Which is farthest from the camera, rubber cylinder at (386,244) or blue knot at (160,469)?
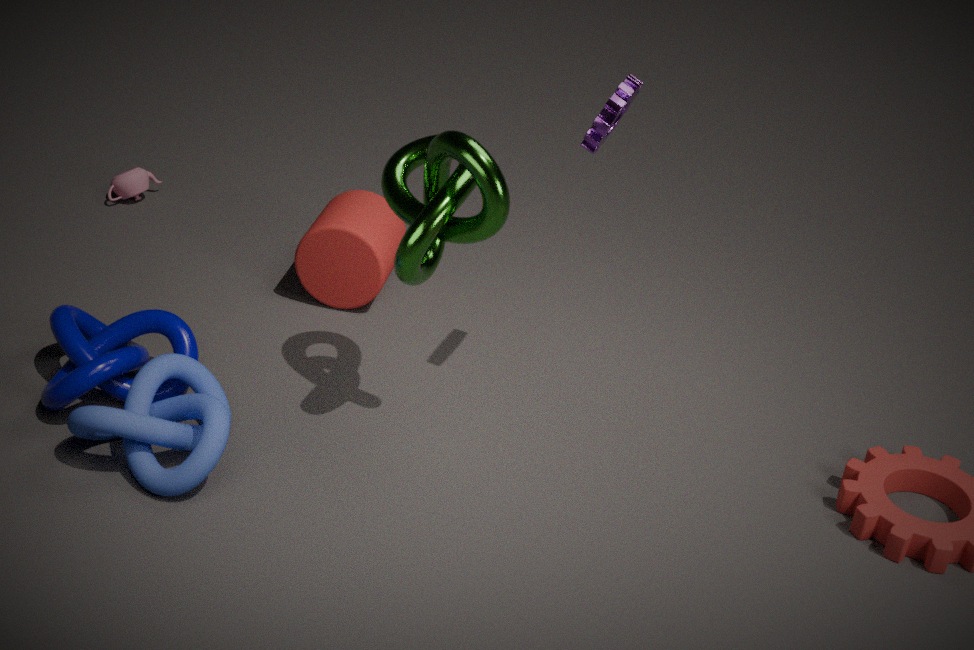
rubber cylinder at (386,244)
